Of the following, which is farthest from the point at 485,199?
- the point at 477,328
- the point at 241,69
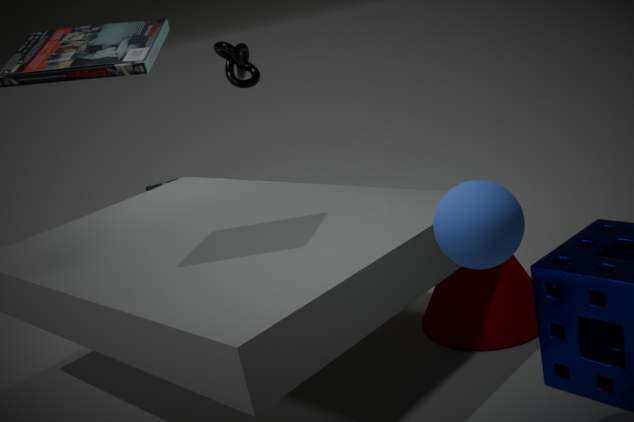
the point at 241,69
